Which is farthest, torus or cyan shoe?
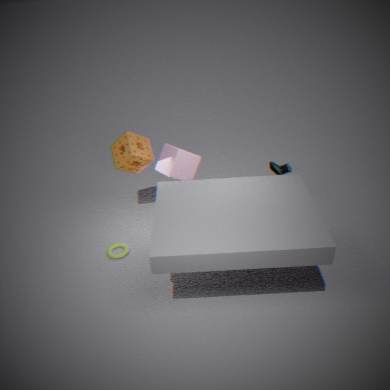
cyan shoe
